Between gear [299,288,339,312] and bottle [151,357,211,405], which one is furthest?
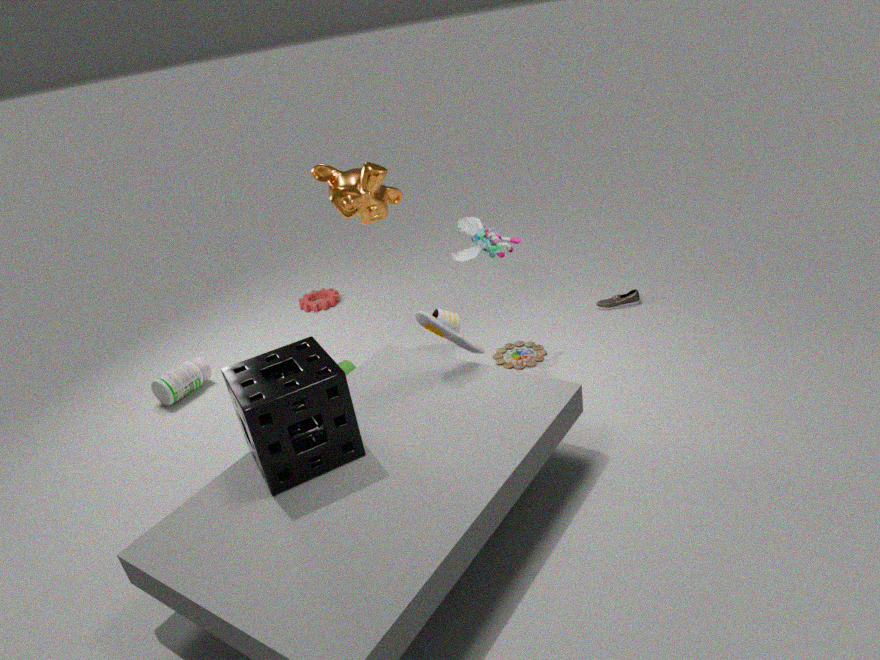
gear [299,288,339,312]
